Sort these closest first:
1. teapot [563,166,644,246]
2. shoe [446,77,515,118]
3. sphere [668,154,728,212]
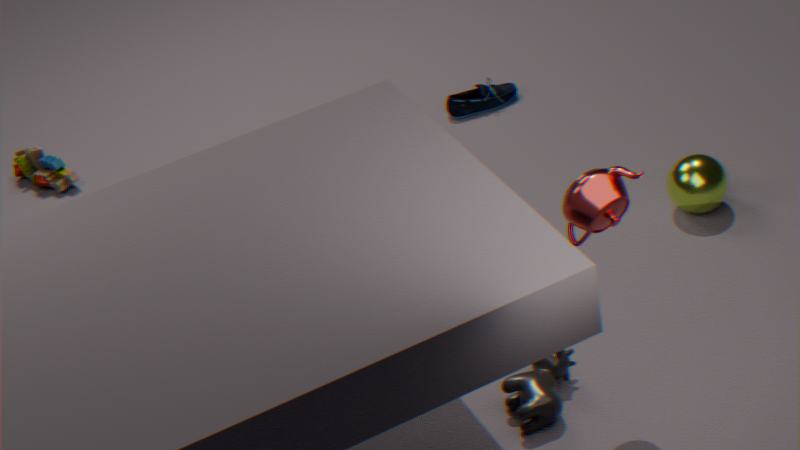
teapot [563,166,644,246], sphere [668,154,728,212], shoe [446,77,515,118]
